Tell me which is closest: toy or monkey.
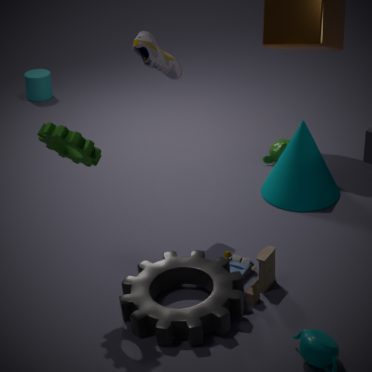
toy
